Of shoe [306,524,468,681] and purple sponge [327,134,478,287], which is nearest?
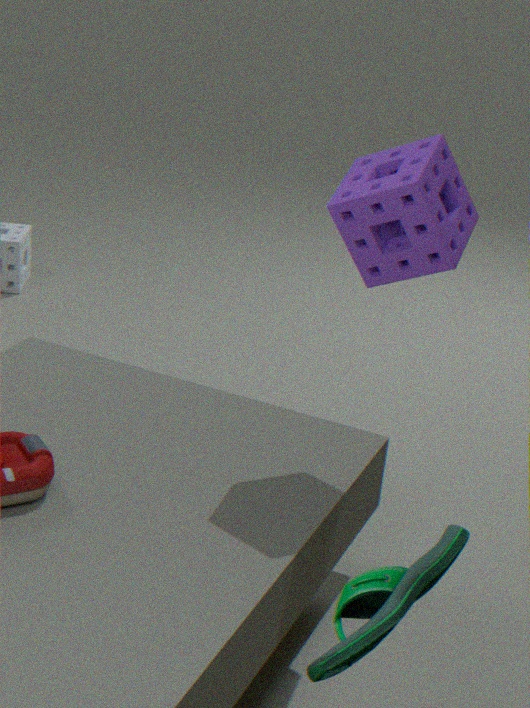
shoe [306,524,468,681]
